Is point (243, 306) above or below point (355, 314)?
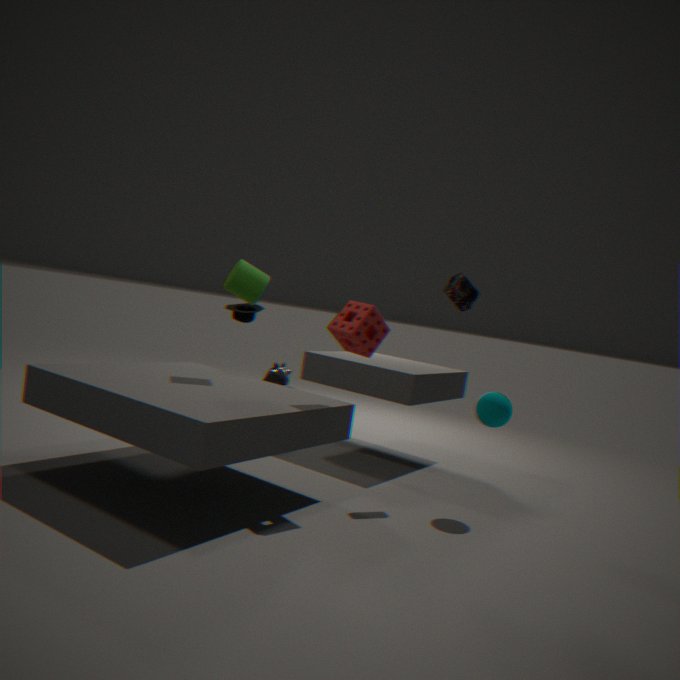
below
